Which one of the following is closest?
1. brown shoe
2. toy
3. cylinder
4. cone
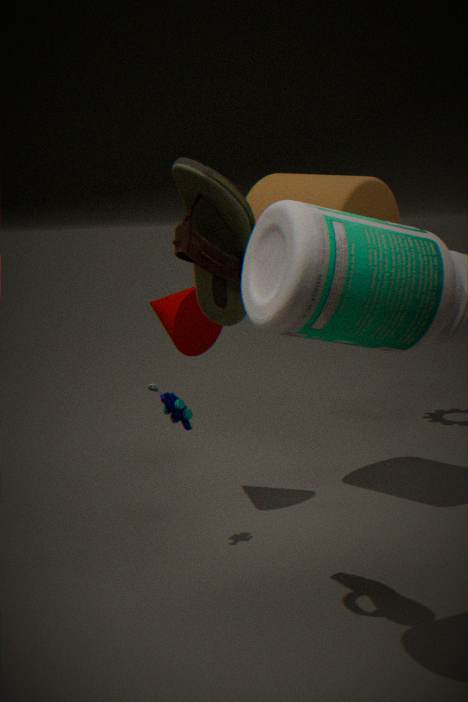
brown shoe
